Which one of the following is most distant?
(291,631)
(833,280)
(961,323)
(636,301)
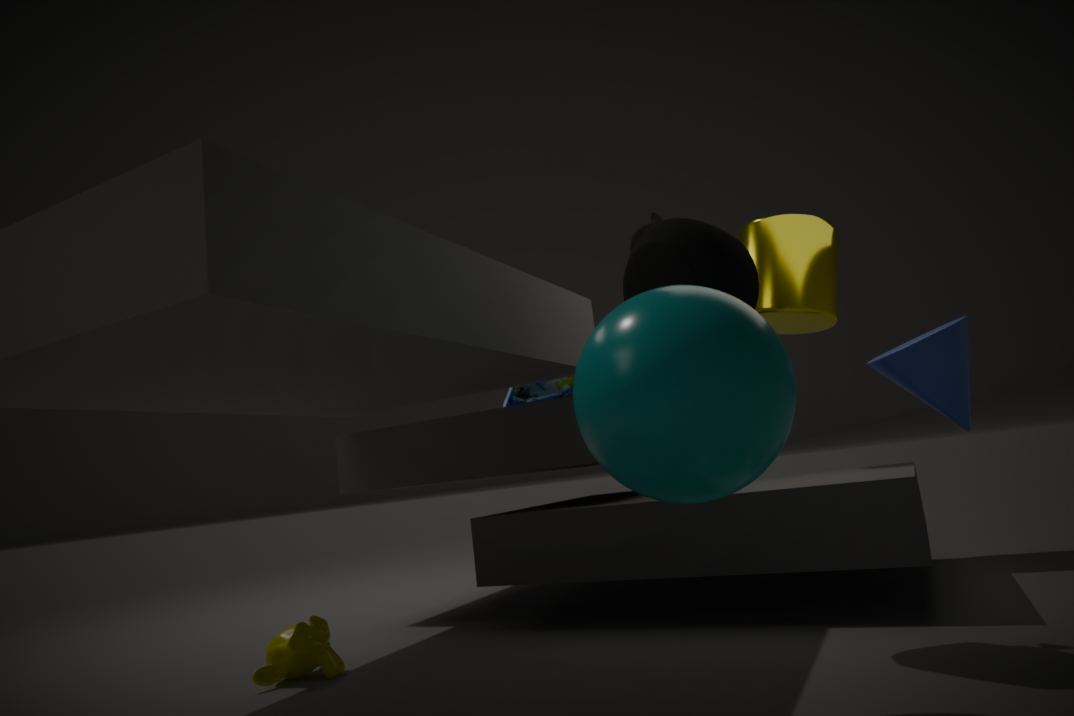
(833,280)
